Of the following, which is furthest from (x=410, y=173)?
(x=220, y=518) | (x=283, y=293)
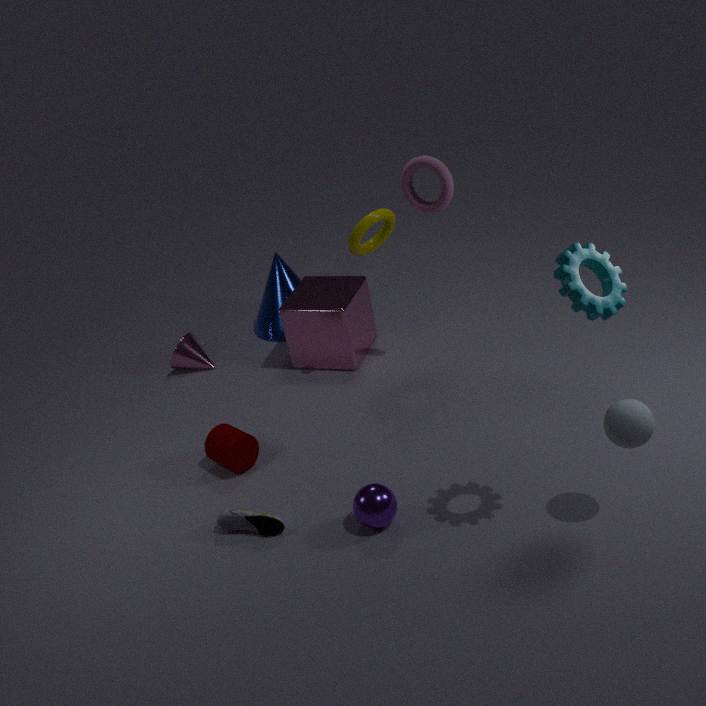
(x=220, y=518)
